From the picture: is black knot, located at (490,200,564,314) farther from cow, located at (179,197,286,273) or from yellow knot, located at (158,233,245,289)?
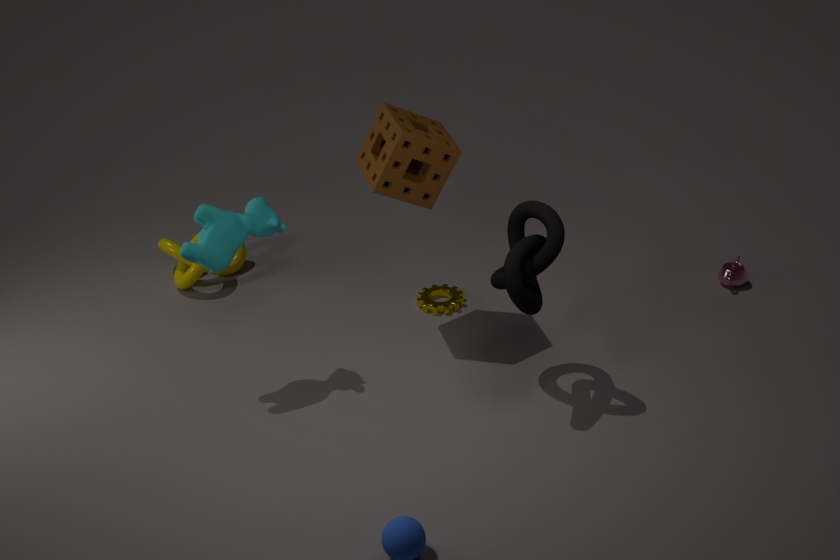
yellow knot, located at (158,233,245,289)
